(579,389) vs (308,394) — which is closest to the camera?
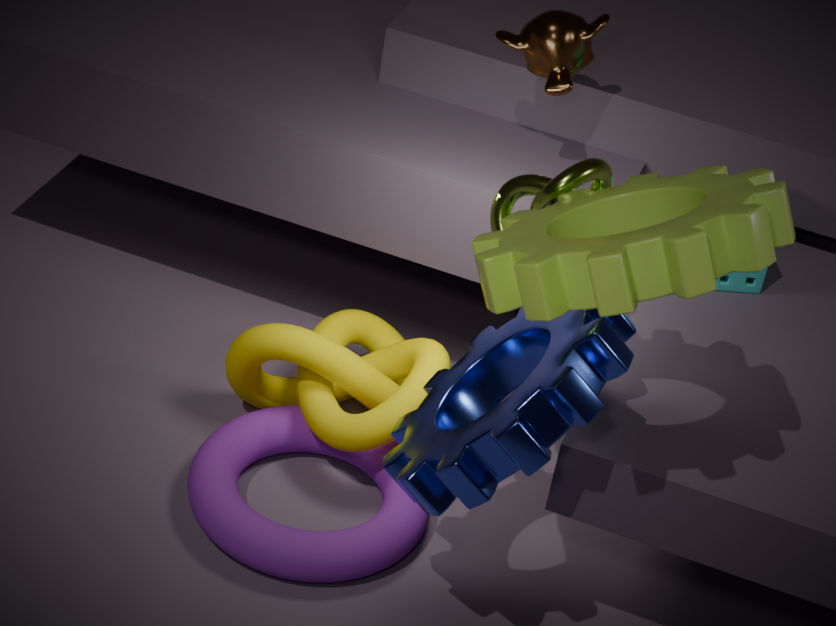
(579,389)
